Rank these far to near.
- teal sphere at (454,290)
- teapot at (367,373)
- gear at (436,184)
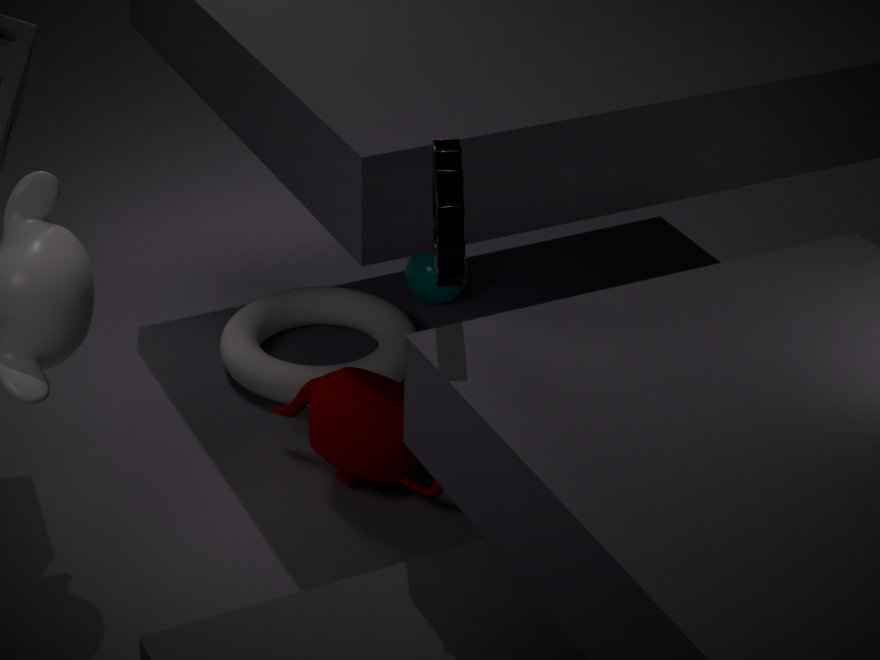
1. teal sphere at (454,290)
2. teapot at (367,373)
3. gear at (436,184)
